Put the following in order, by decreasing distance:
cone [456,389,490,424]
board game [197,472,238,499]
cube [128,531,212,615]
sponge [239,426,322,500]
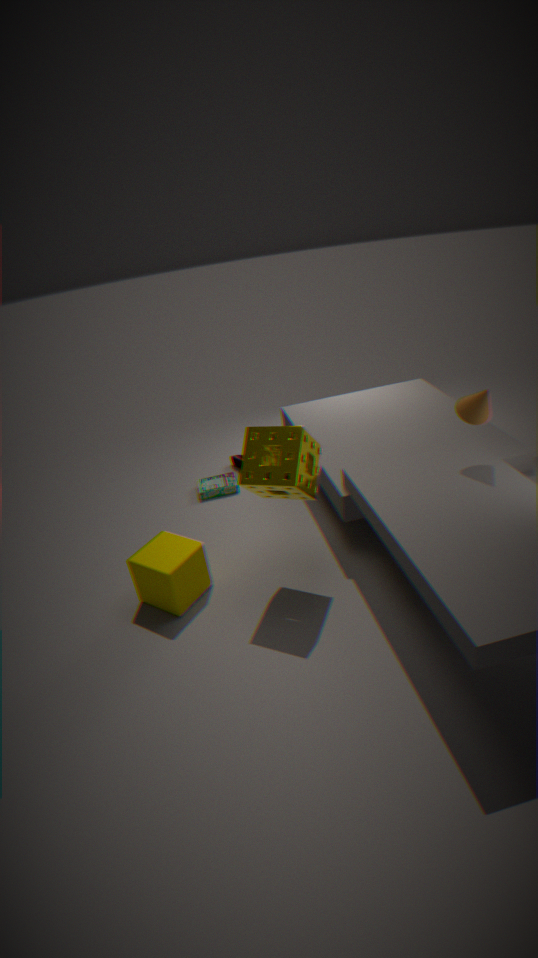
board game [197,472,238,499] → cube [128,531,212,615] → cone [456,389,490,424] → sponge [239,426,322,500]
